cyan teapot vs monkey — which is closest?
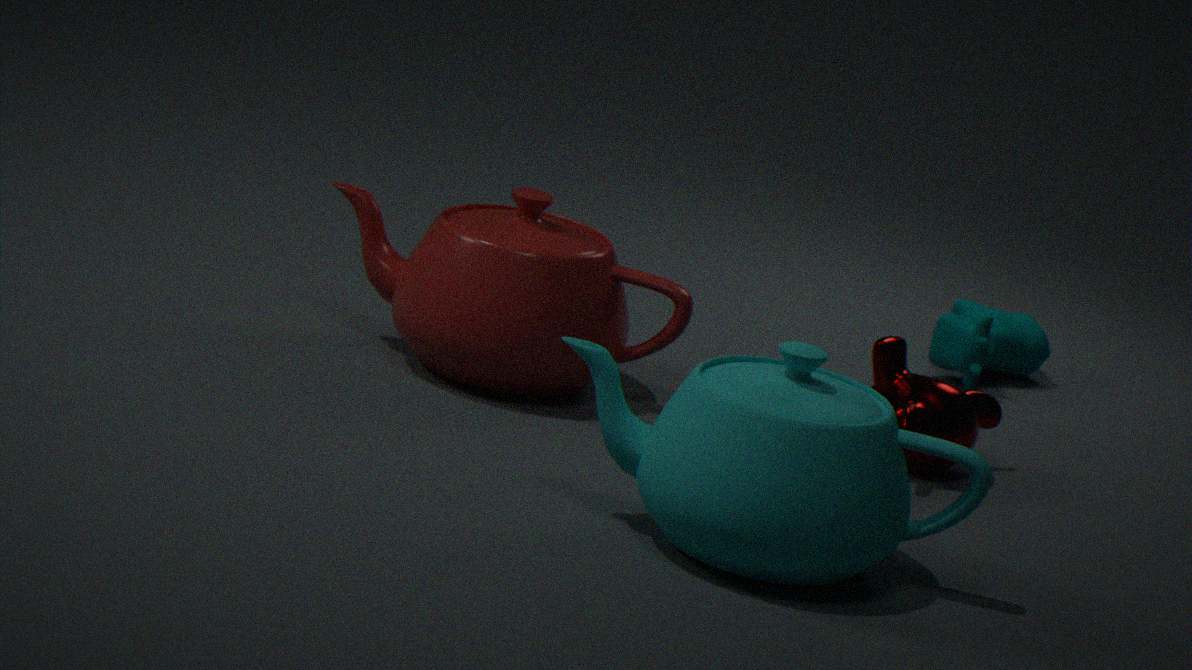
cyan teapot
